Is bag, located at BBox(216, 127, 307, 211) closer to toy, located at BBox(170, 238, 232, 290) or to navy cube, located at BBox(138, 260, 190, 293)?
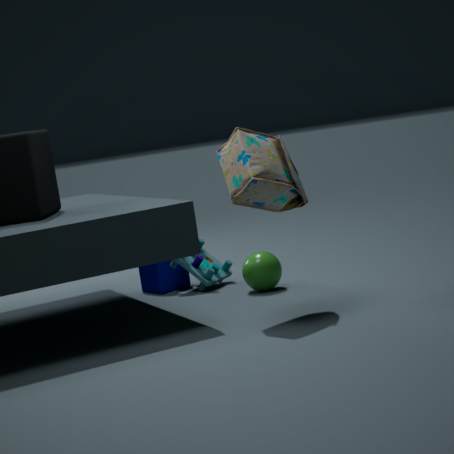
toy, located at BBox(170, 238, 232, 290)
